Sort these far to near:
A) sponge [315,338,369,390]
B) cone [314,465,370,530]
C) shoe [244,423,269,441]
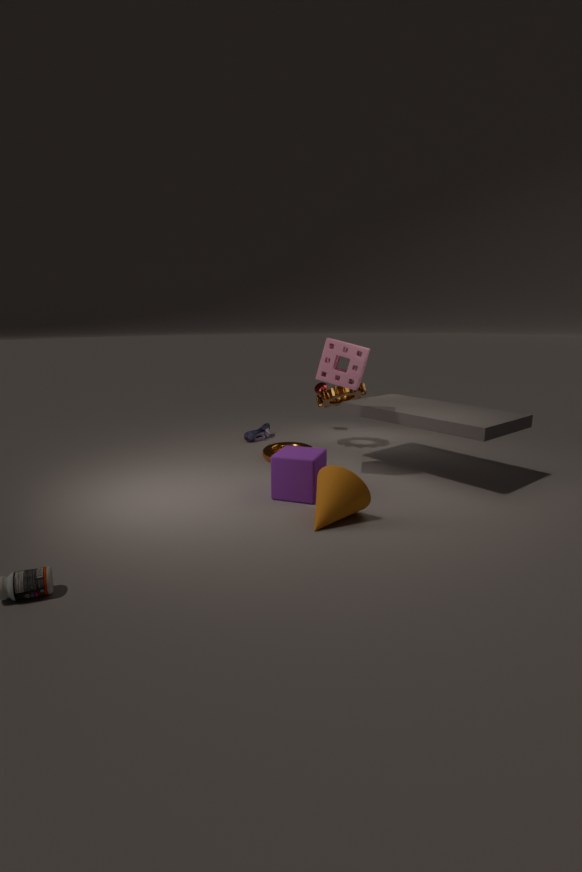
shoe [244,423,269,441]
sponge [315,338,369,390]
cone [314,465,370,530]
